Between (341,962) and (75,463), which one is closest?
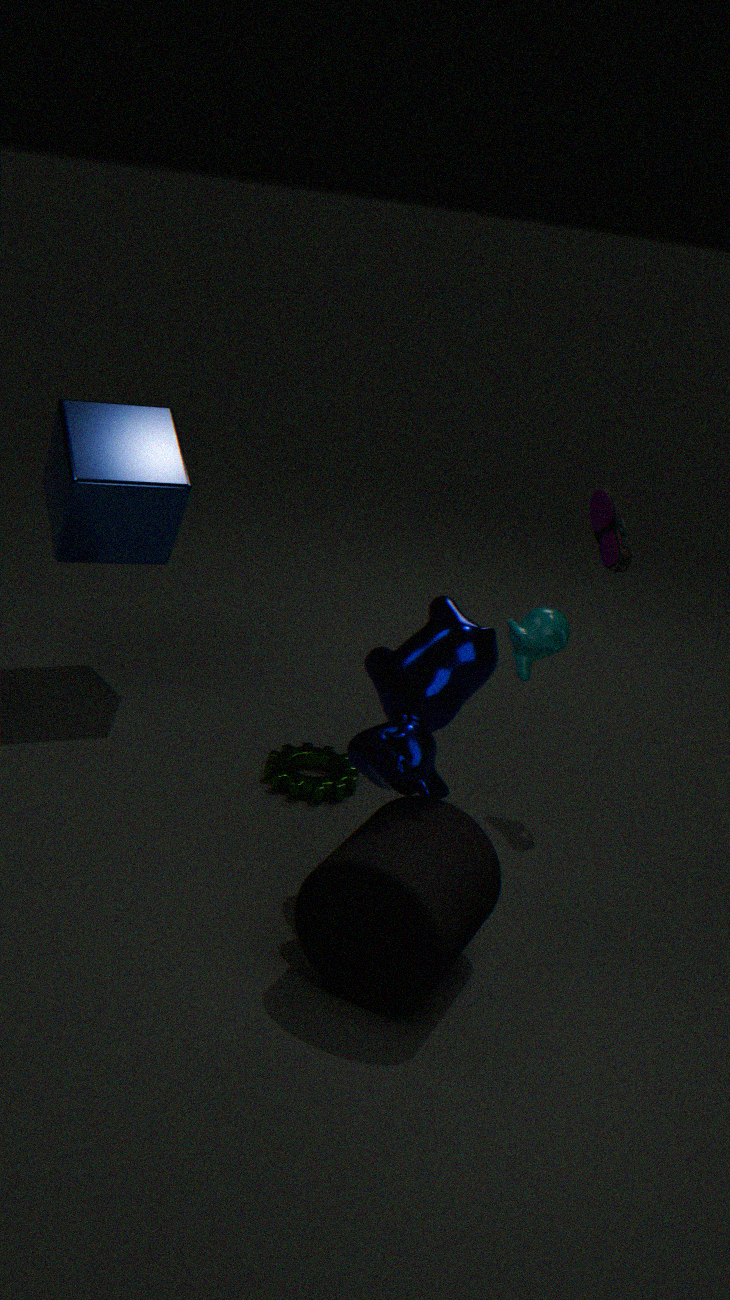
(341,962)
